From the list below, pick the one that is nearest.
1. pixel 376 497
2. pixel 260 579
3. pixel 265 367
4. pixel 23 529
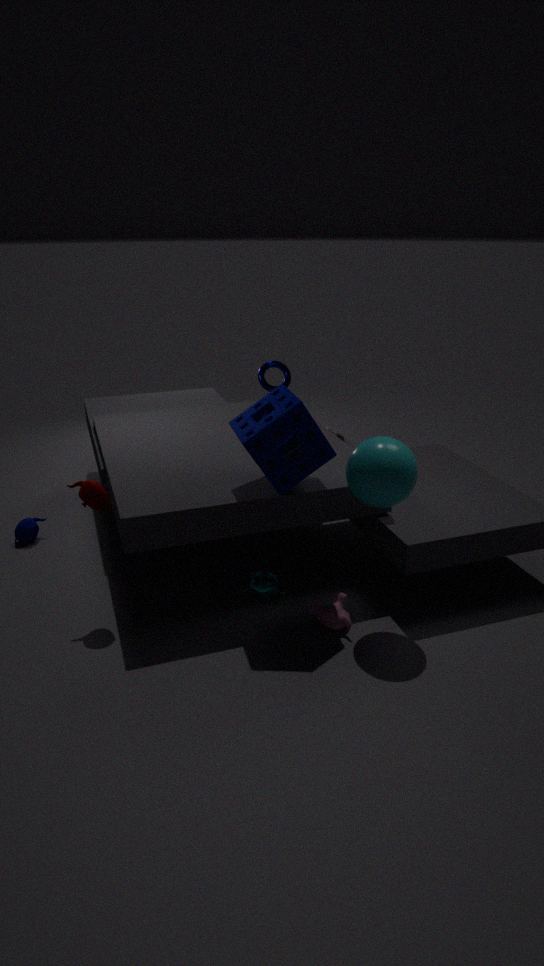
pixel 376 497
